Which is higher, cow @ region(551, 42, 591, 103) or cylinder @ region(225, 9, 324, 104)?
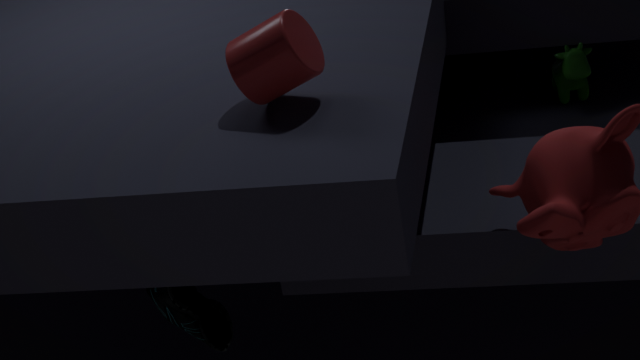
cylinder @ region(225, 9, 324, 104)
